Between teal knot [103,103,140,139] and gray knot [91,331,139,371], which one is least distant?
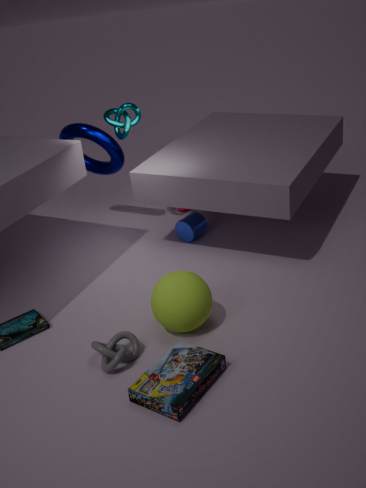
gray knot [91,331,139,371]
